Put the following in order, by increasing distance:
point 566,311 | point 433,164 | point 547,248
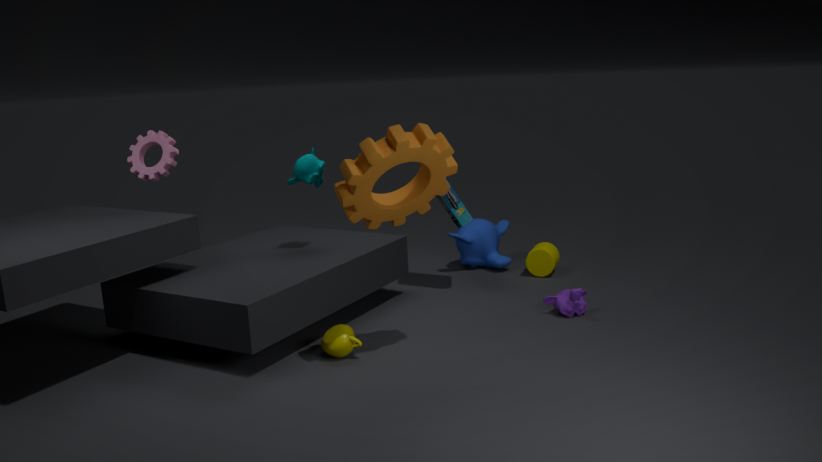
point 433,164 → point 566,311 → point 547,248
